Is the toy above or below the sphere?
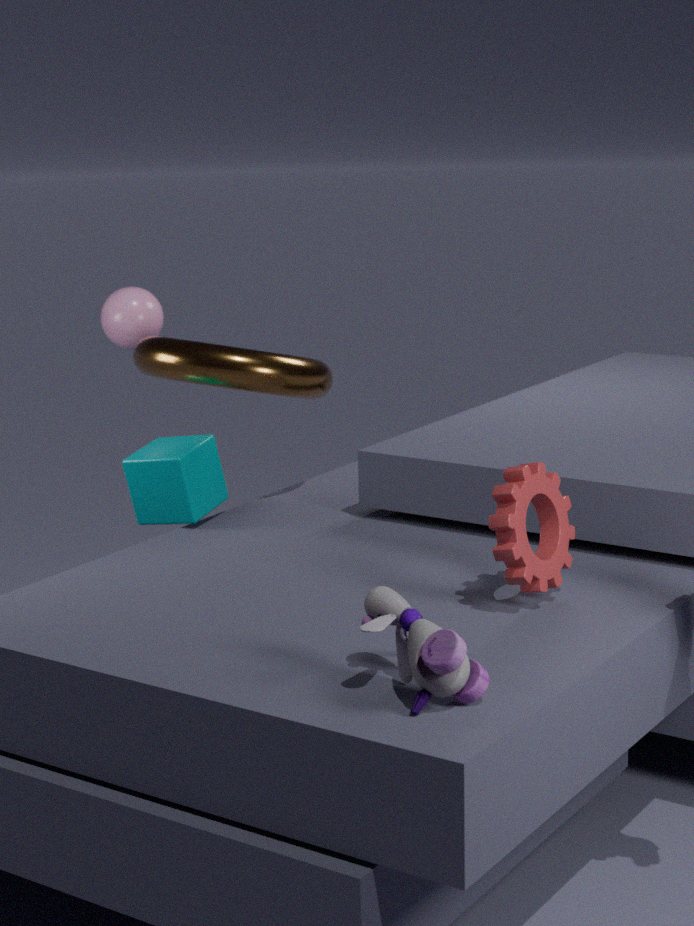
below
